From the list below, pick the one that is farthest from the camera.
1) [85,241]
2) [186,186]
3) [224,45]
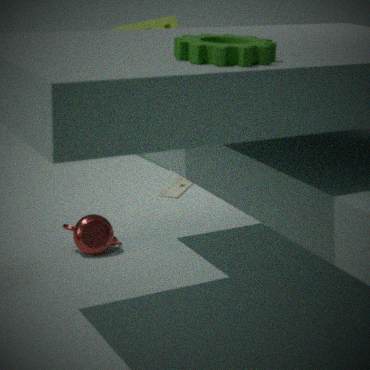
2. [186,186]
